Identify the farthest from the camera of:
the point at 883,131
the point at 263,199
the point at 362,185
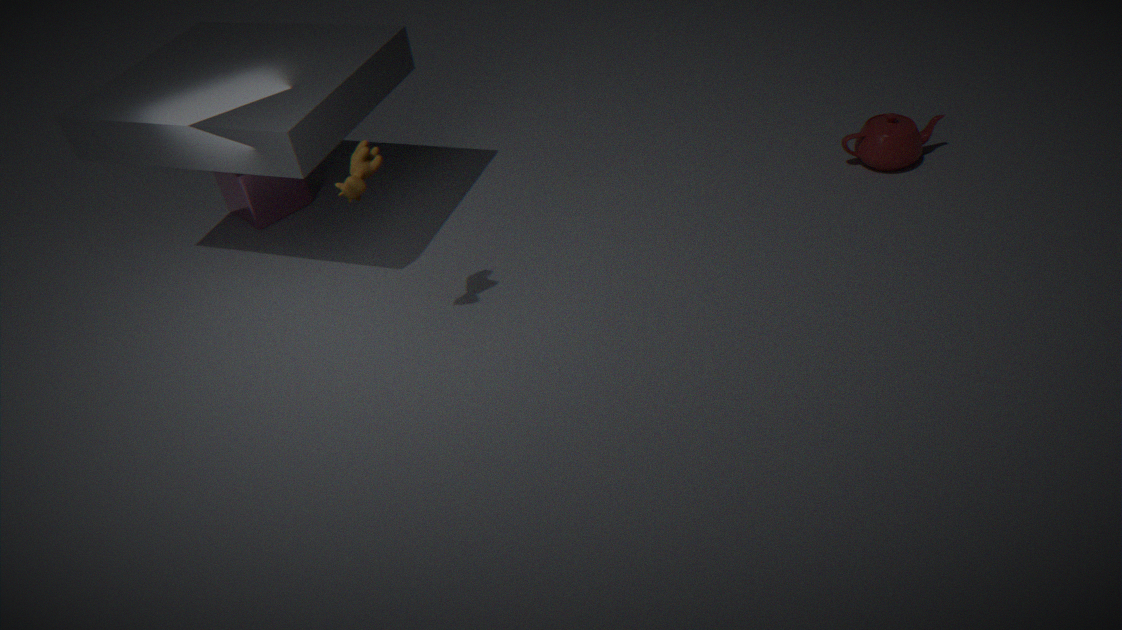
the point at 263,199
